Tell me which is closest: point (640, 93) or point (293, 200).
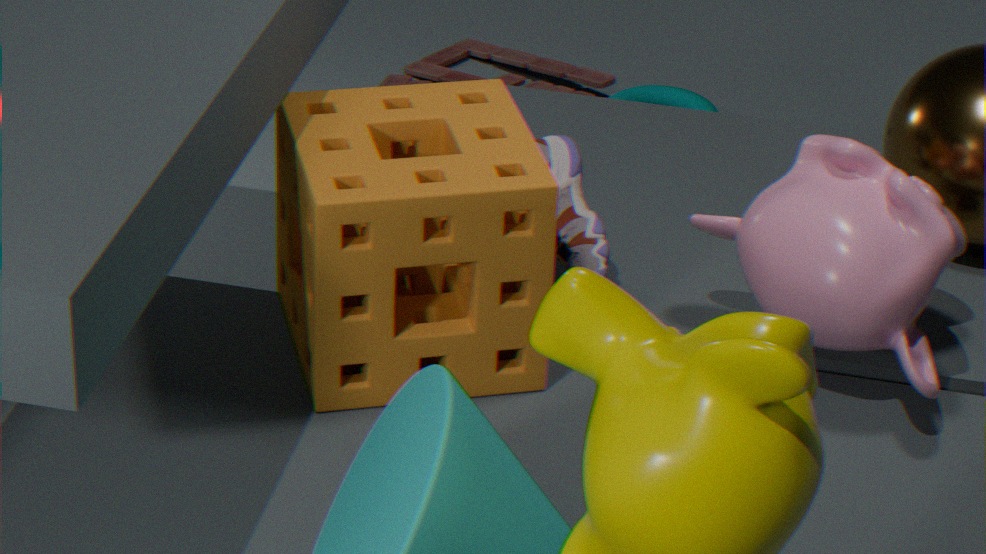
point (293, 200)
